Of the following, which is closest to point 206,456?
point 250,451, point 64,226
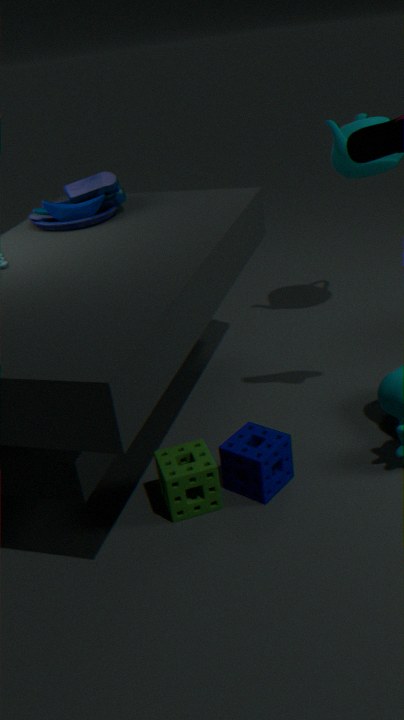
point 250,451
